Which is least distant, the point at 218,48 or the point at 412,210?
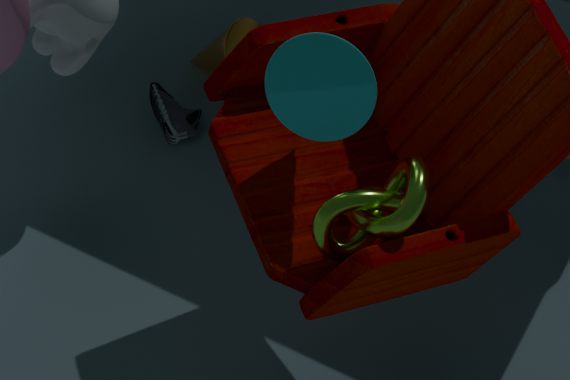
the point at 412,210
